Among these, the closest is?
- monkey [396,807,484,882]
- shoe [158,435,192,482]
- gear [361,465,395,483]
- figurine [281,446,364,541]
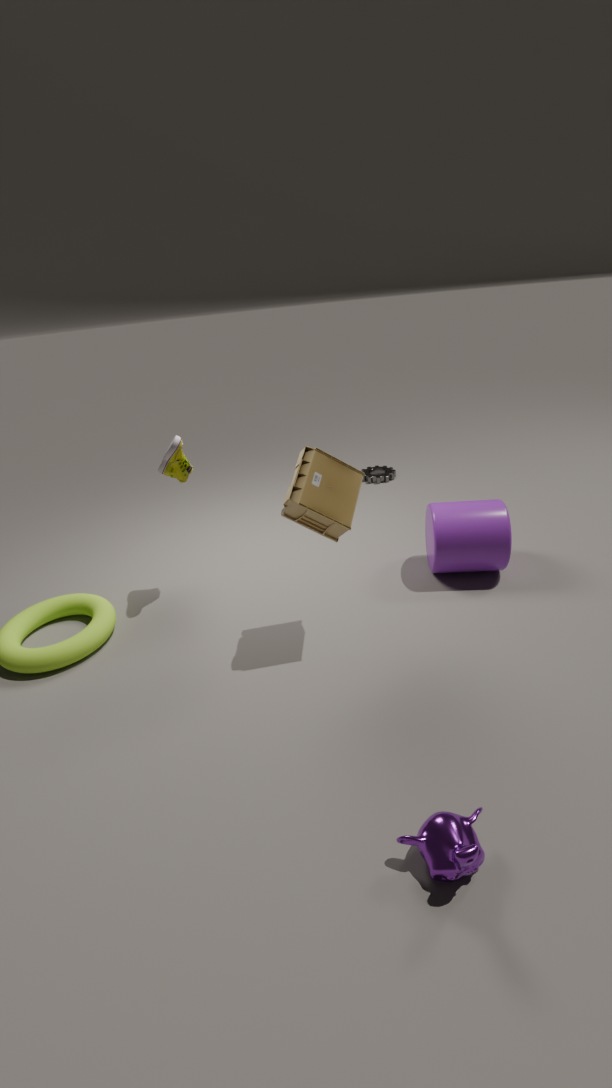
monkey [396,807,484,882]
